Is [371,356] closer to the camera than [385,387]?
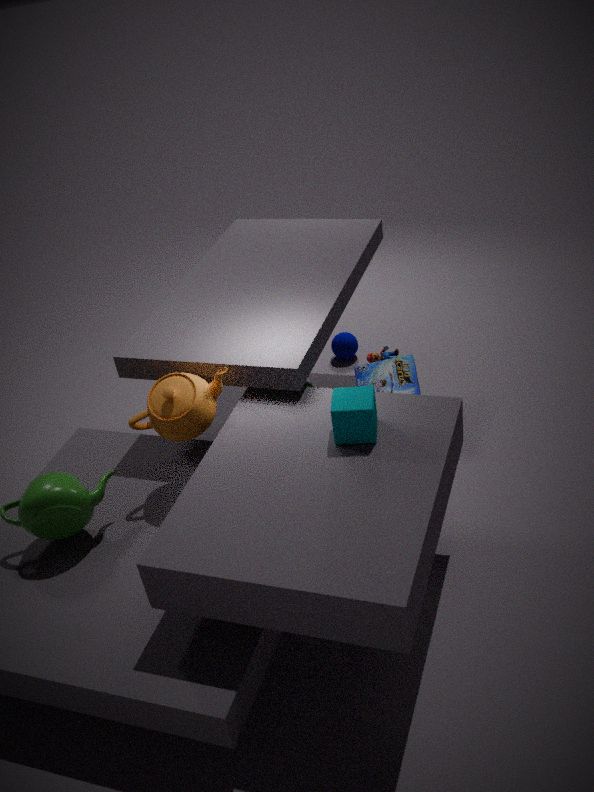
No
